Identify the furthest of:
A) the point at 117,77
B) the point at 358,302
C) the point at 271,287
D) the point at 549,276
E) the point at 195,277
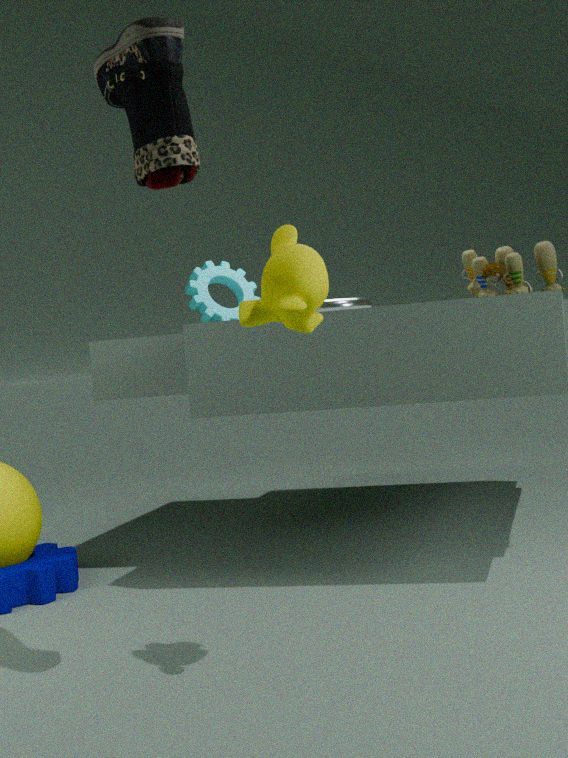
the point at 195,277
